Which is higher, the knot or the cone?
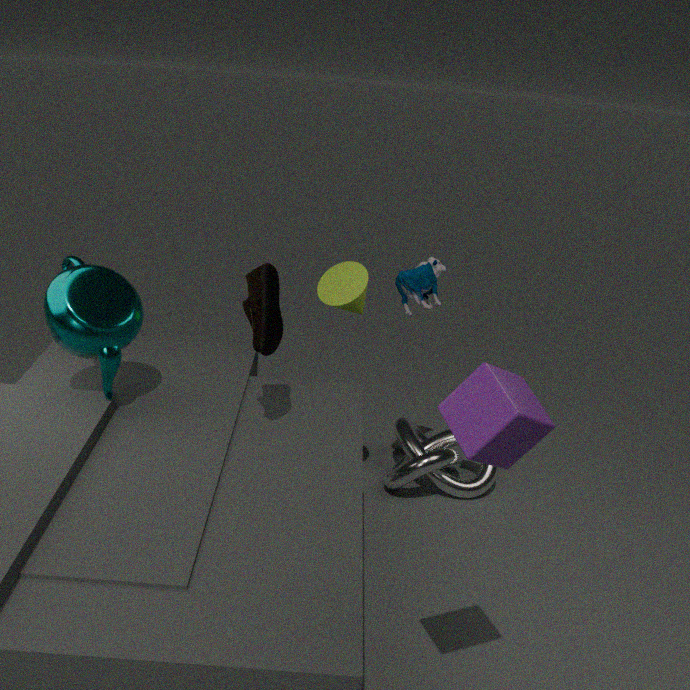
the cone
